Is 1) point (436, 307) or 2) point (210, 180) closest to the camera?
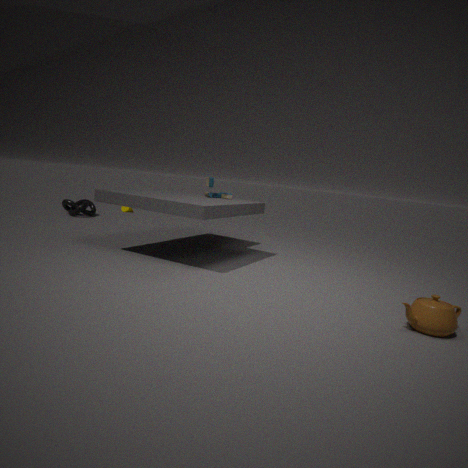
1. point (436, 307)
